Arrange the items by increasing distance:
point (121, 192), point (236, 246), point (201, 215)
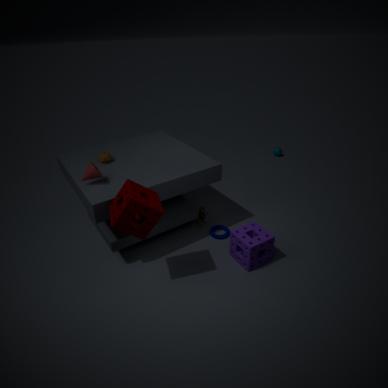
point (121, 192) < point (236, 246) < point (201, 215)
